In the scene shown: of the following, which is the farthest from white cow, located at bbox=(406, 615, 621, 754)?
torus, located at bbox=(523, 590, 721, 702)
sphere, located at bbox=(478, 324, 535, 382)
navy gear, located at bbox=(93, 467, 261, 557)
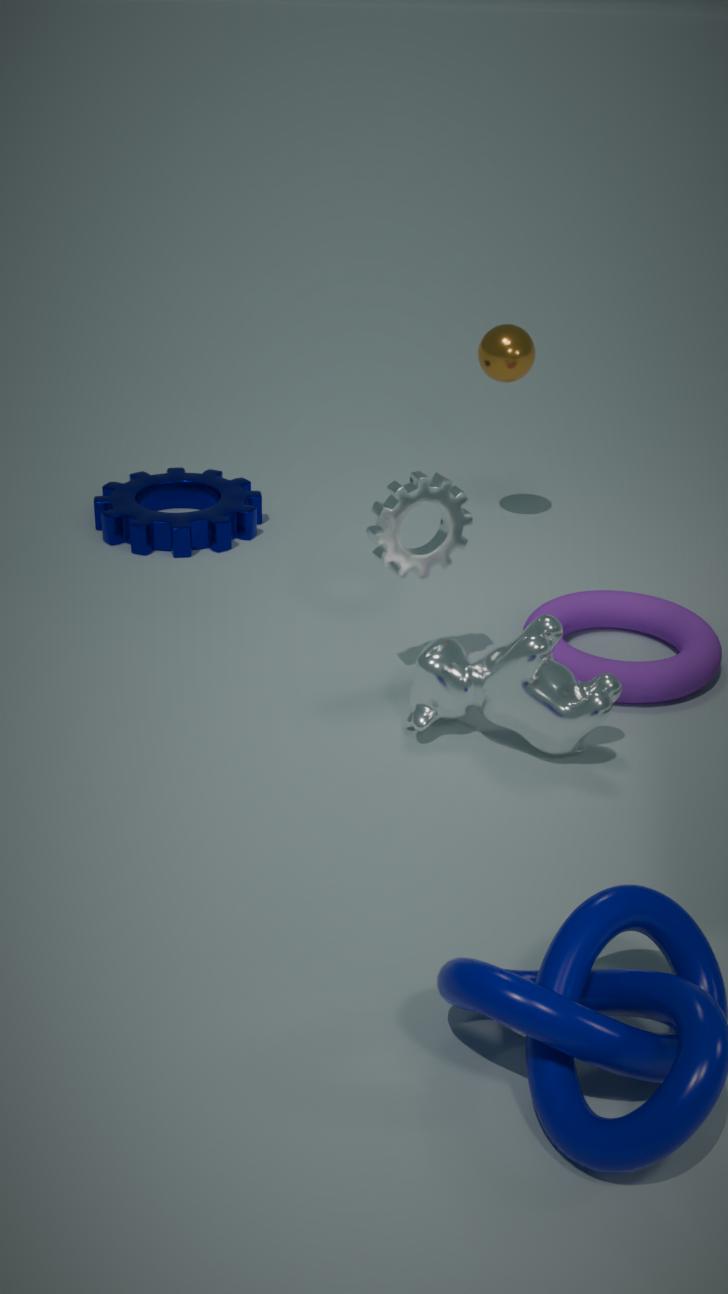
sphere, located at bbox=(478, 324, 535, 382)
